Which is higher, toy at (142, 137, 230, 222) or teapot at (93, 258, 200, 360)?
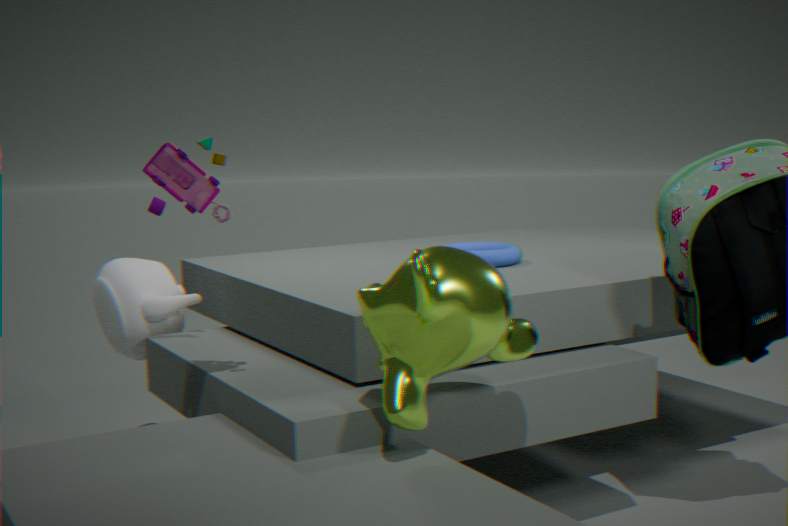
toy at (142, 137, 230, 222)
